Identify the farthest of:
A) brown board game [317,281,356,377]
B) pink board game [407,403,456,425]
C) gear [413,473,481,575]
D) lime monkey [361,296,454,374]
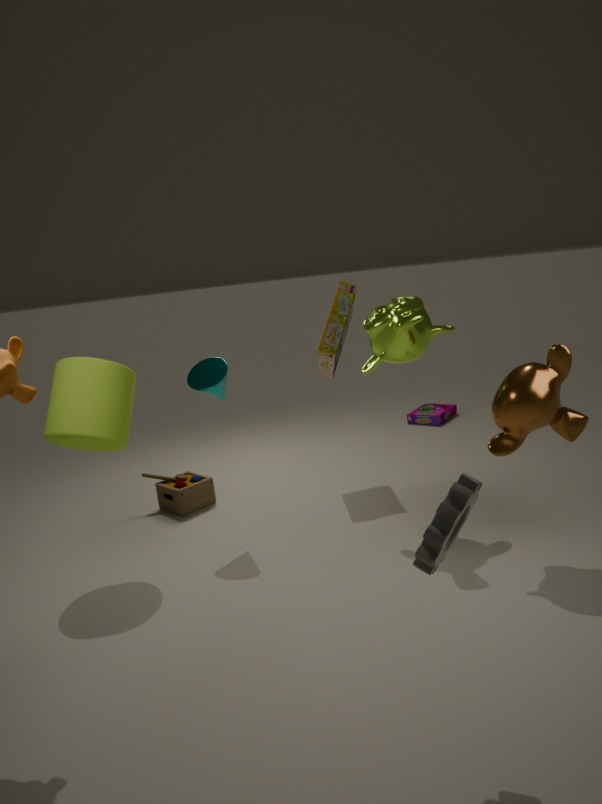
pink board game [407,403,456,425]
